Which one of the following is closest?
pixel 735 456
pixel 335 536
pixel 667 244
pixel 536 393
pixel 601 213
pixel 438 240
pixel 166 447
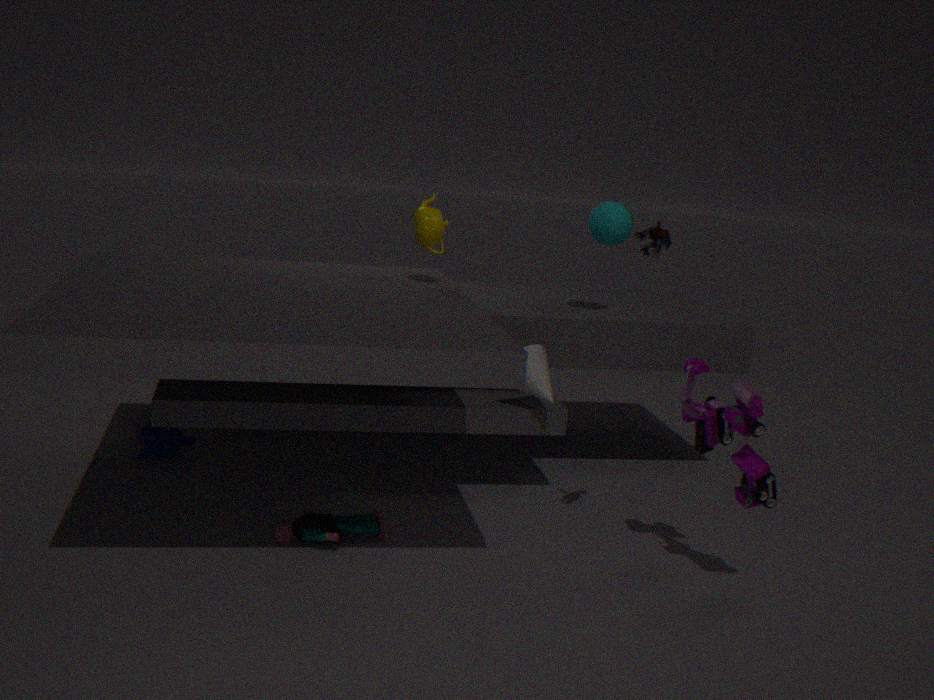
pixel 735 456
